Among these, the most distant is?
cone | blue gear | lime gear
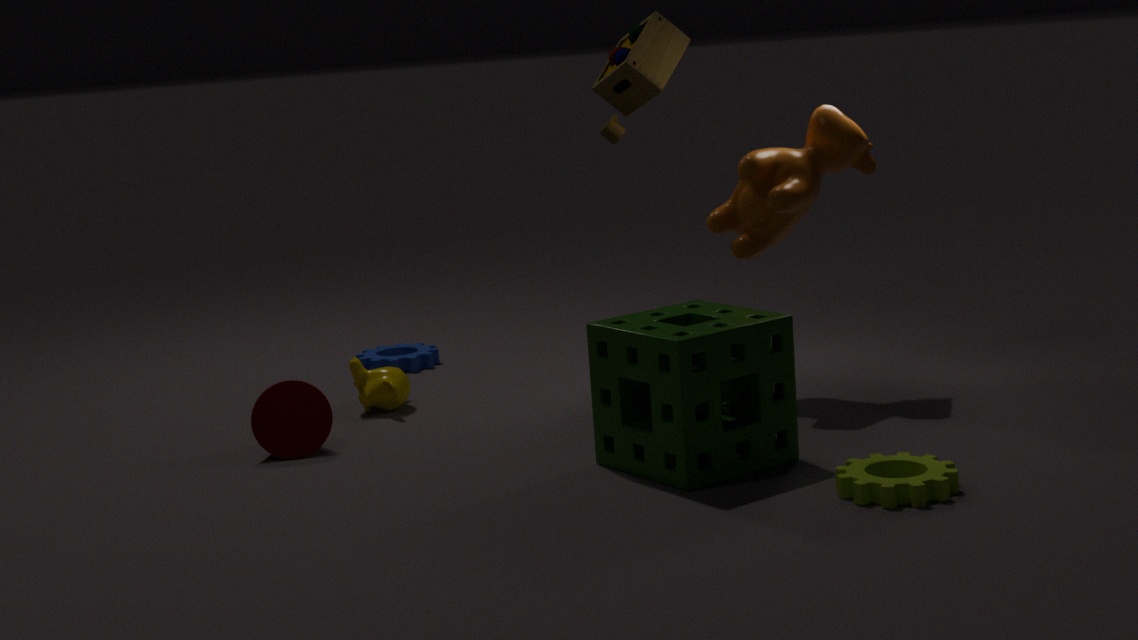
blue gear
